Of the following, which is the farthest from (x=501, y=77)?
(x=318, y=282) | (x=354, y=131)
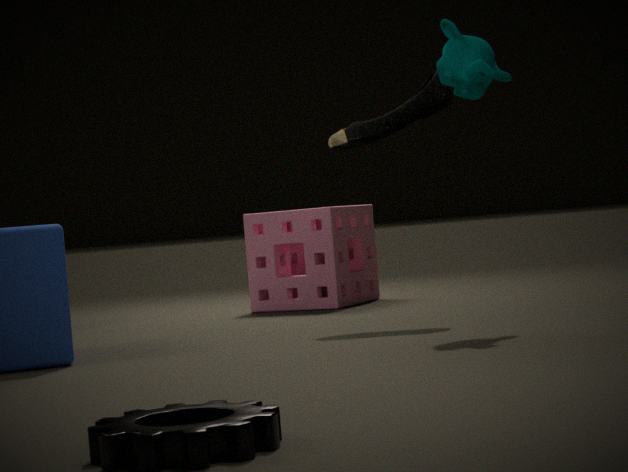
(x=318, y=282)
